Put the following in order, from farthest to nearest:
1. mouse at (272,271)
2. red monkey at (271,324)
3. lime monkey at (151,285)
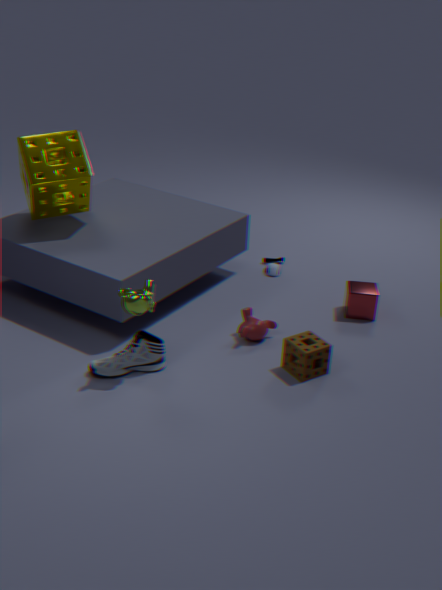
1. mouse at (272,271)
2. red monkey at (271,324)
3. lime monkey at (151,285)
